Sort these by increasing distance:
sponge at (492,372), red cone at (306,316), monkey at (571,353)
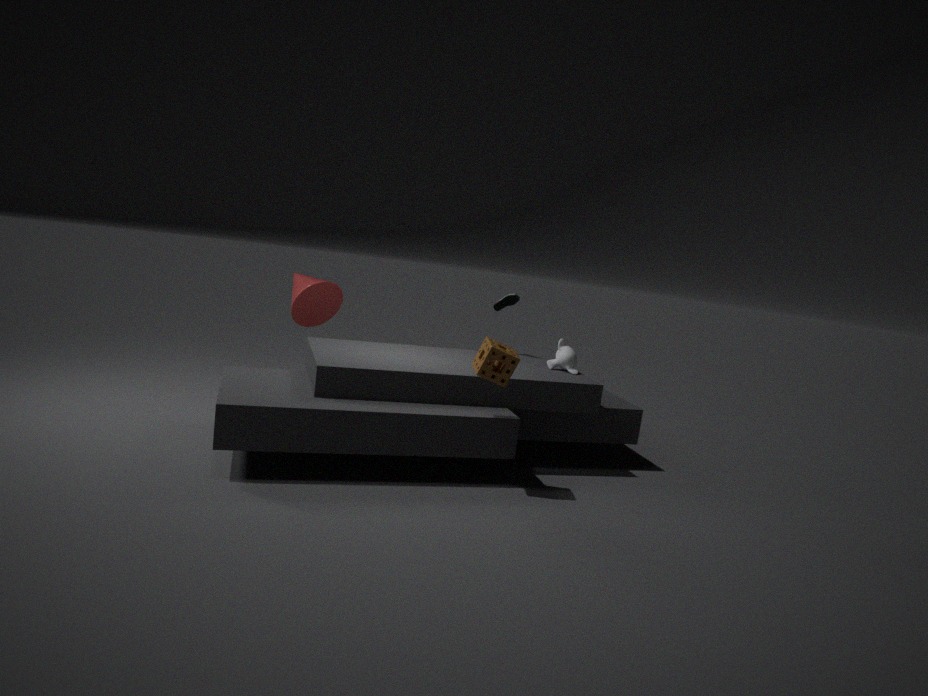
sponge at (492,372) < monkey at (571,353) < red cone at (306,316)
